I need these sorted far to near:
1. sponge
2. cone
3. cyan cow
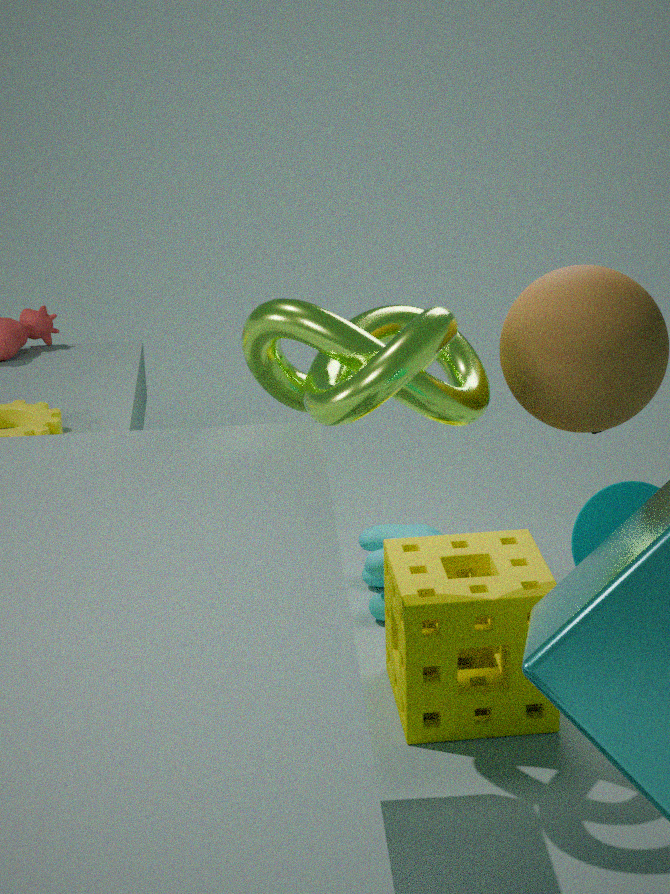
cyan cow → sponge → cone
